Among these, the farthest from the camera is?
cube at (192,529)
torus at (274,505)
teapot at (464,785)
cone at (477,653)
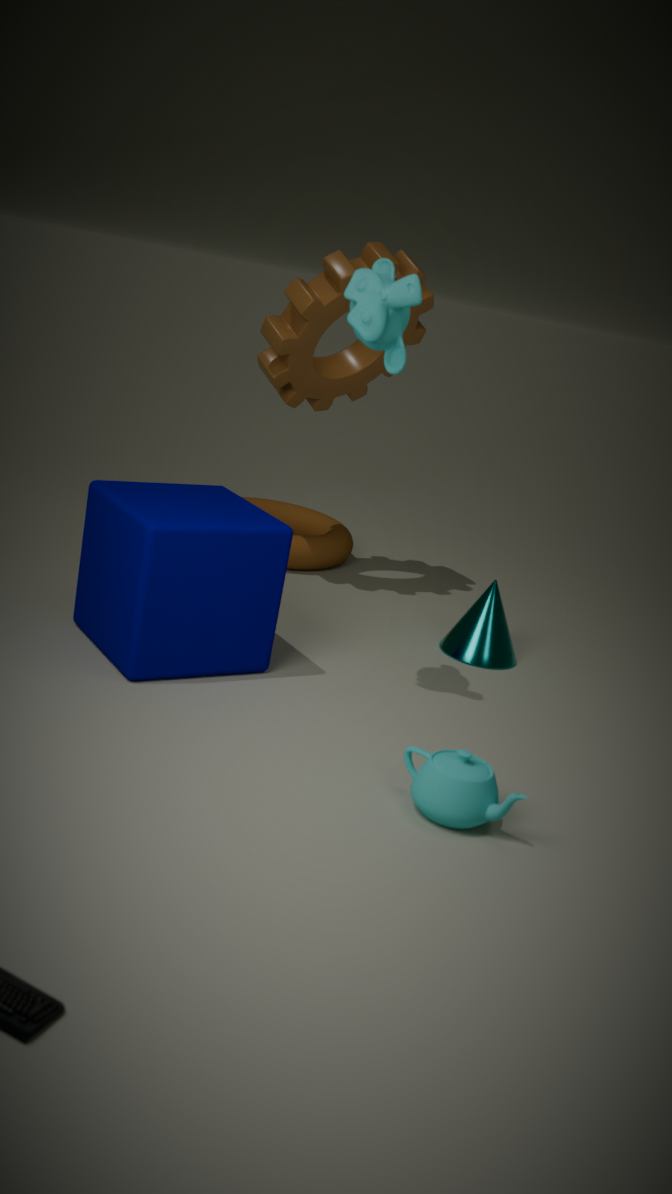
torus at (274,505)
